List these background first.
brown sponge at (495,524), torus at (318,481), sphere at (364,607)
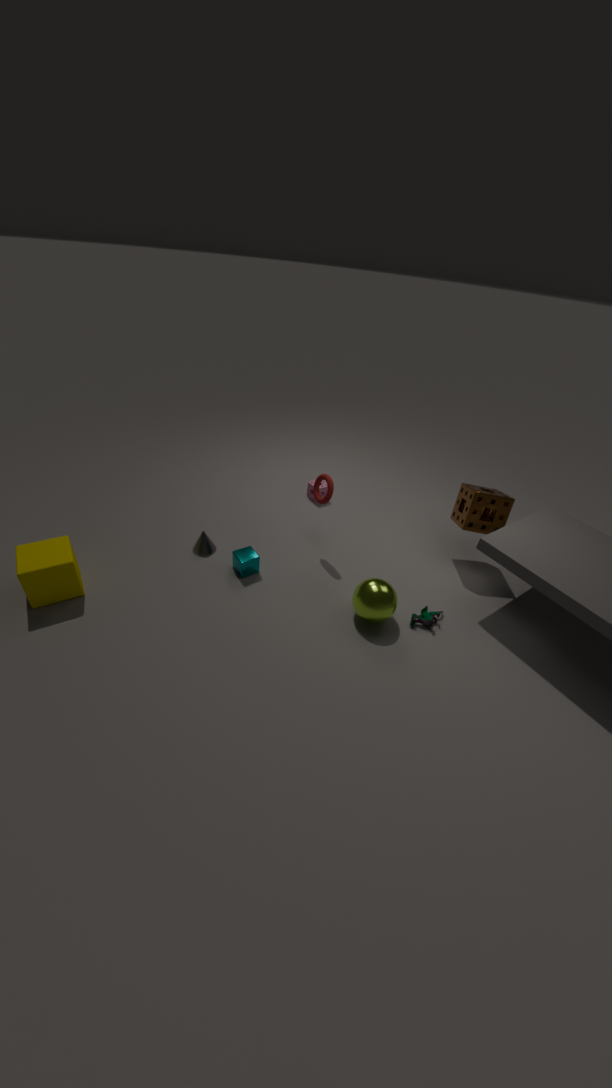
brown sponge at (495,524) < torus at (318,481) < sphere at (364,607)
